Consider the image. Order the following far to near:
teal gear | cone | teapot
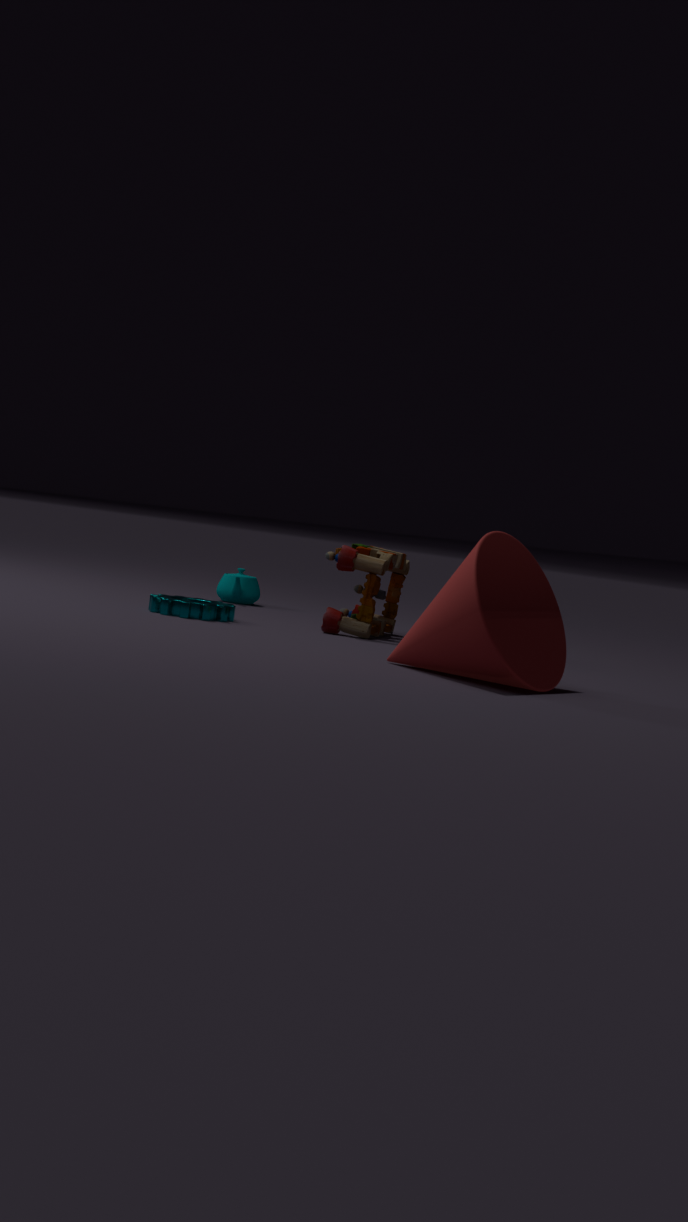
teapot, teal gear, cone
